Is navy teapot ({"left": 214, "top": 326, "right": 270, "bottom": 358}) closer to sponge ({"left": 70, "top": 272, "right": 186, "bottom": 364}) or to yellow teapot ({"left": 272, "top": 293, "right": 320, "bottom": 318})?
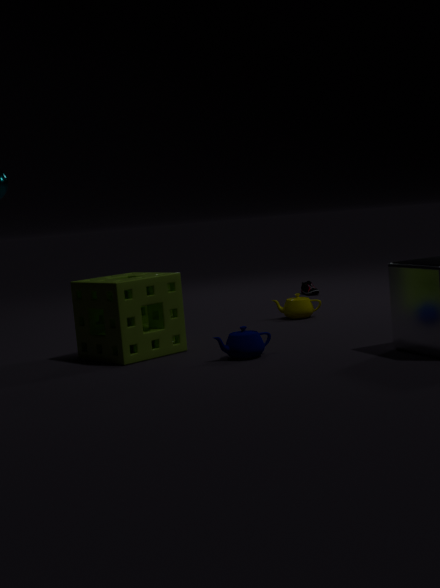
sponge ({"left": 70, "top": 272, "right": 186, "bottom": 364})
